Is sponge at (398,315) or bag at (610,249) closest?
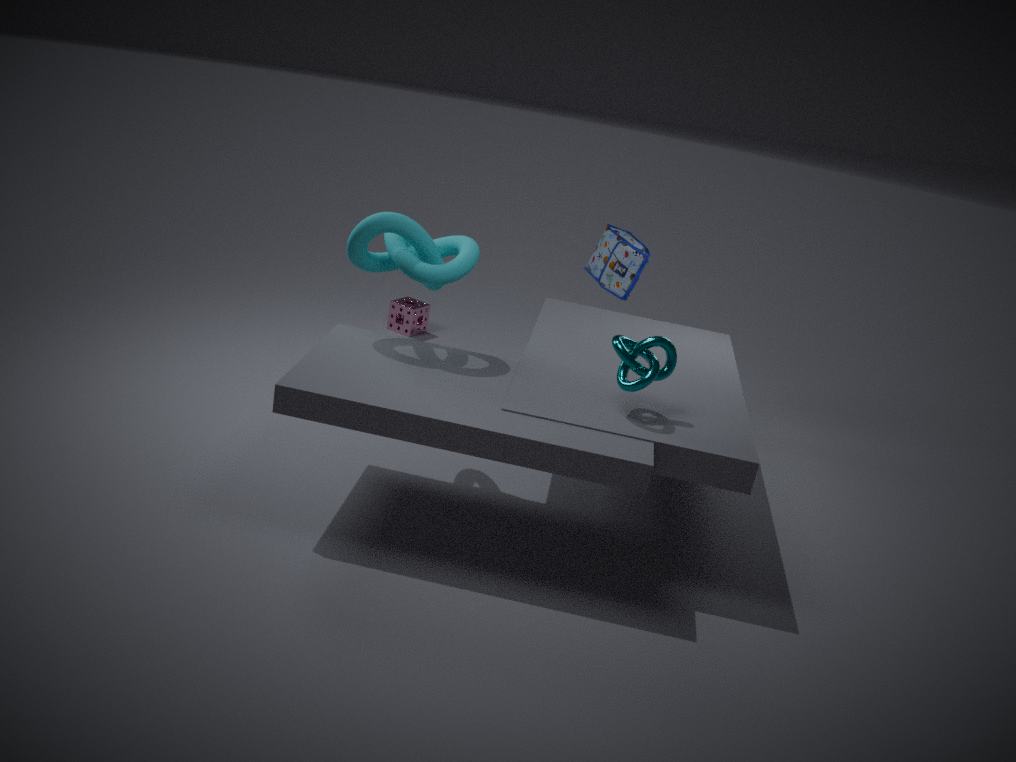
bag at (610,249)
